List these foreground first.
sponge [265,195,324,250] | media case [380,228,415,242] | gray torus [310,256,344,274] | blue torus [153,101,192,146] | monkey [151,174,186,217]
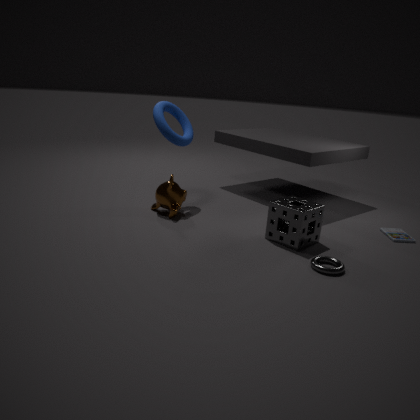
gray torus [310,256,344,274] → sponge [265,195,324,250] → media case [380,228,415,242] → monkey [151,174,186,217] → blue torus [153,101,192,146]
